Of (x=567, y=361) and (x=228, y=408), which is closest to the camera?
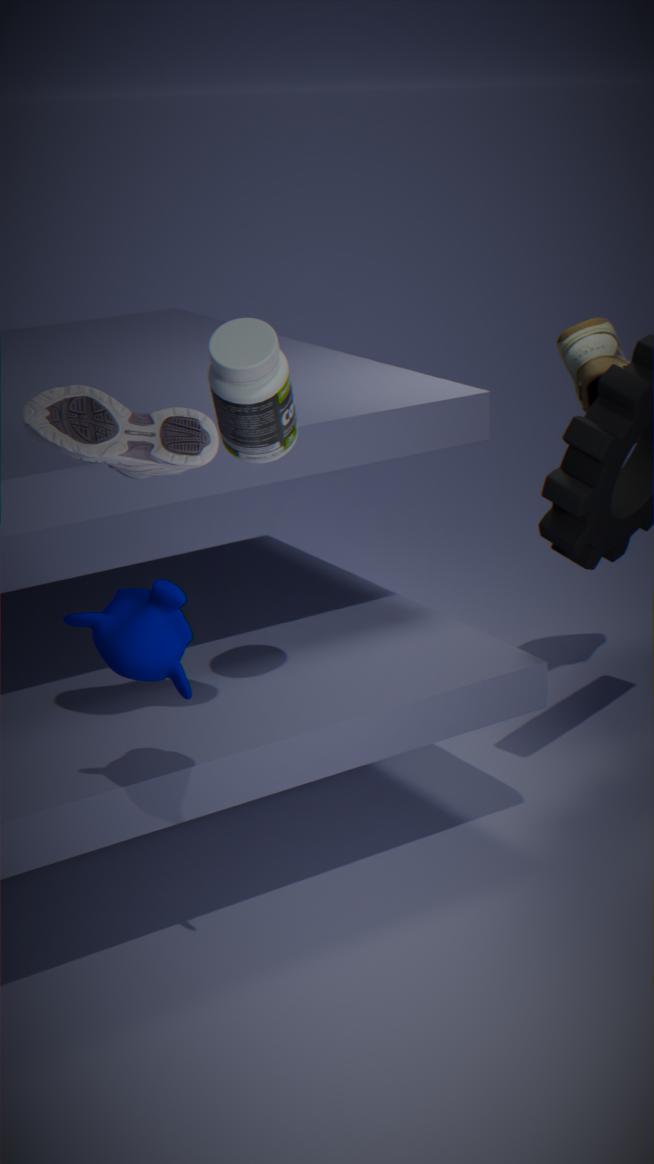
(x=228, y=408)
